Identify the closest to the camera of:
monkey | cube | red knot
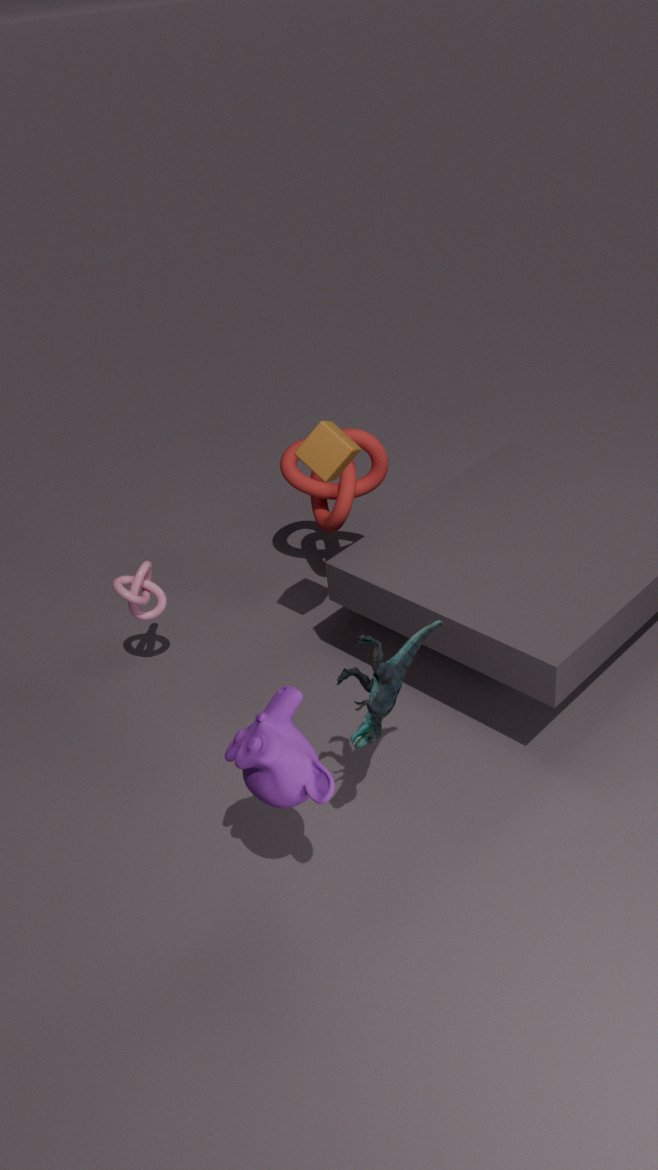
monkey
